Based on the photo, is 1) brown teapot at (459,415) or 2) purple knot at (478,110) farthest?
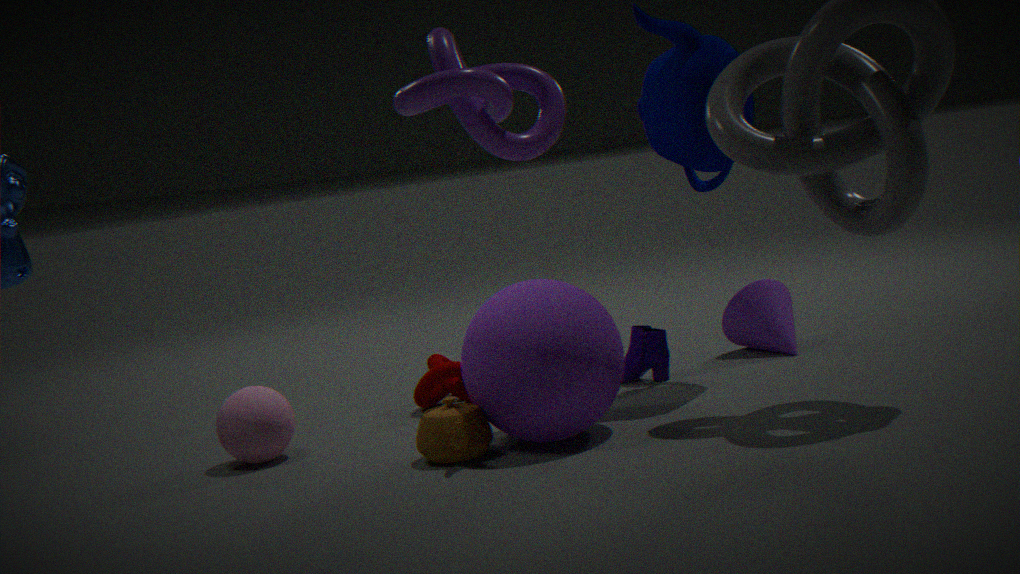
1. brown teapot at (459,415)
